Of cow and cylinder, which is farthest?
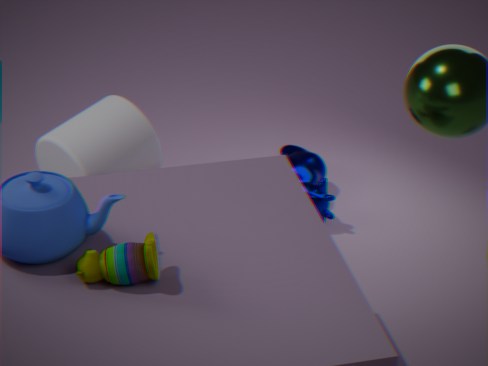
cow
